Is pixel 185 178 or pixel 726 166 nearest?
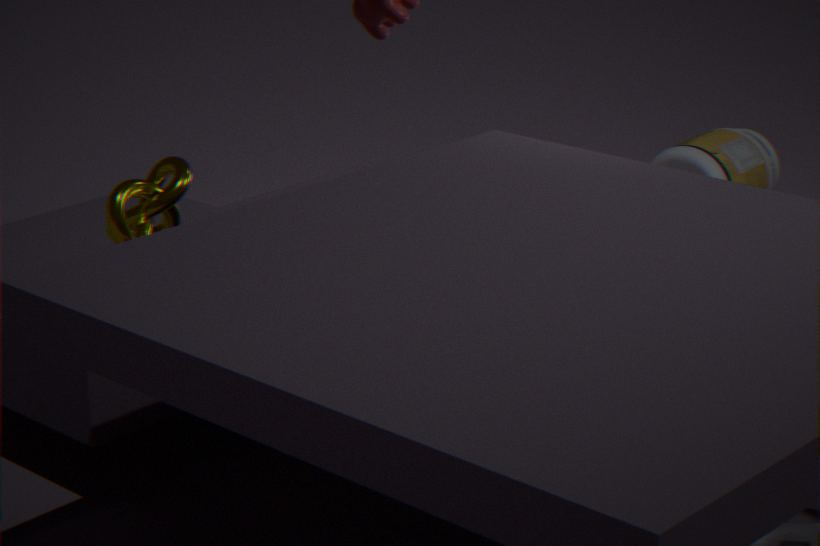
pixel 185 178
